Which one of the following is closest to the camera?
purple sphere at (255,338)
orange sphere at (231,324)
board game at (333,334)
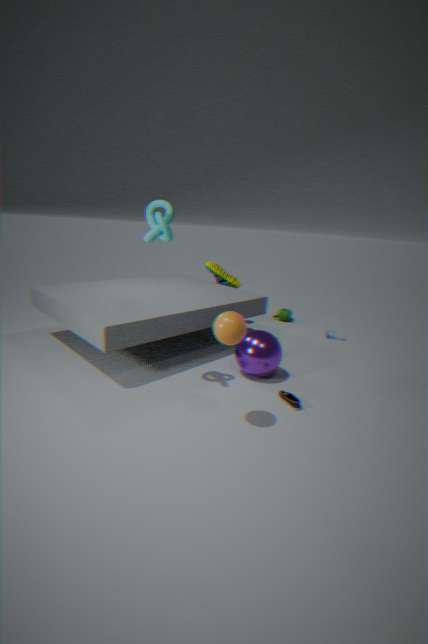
orange sphere at (231,324)
